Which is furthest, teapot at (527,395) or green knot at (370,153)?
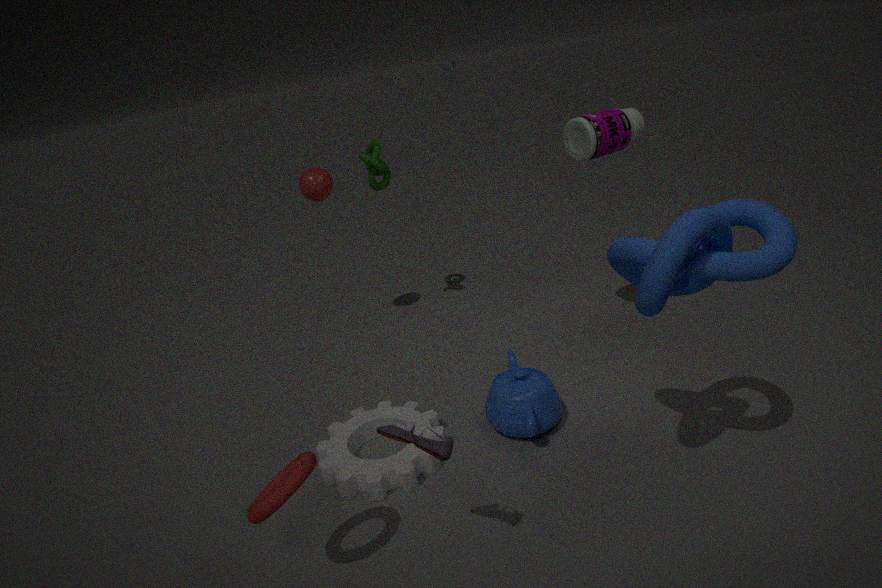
green knot at (370,153)
